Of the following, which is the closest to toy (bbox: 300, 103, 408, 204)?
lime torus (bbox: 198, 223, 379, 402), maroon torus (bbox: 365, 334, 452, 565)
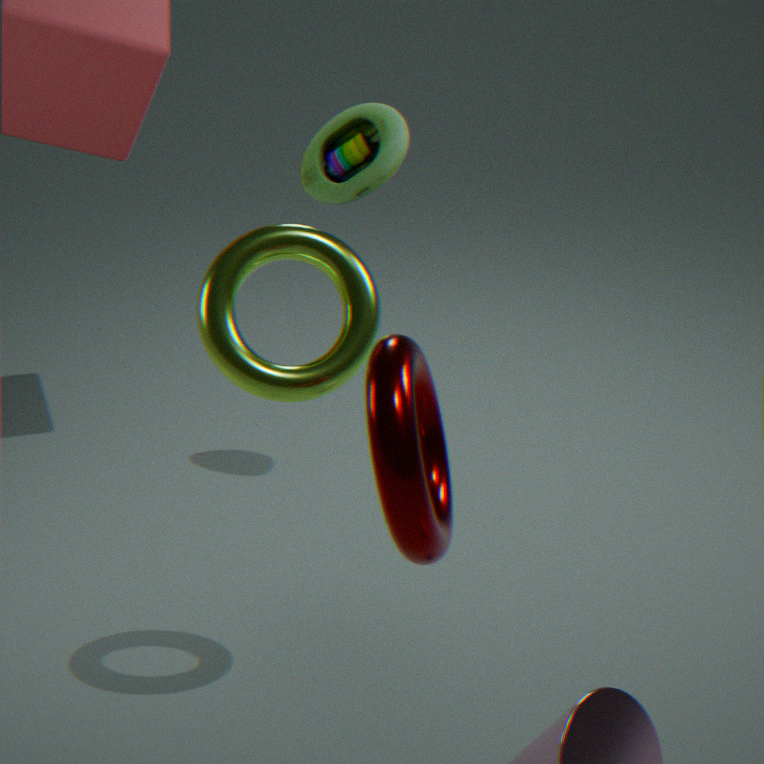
lime torus (bbox: 198, 223, 379, 402)
